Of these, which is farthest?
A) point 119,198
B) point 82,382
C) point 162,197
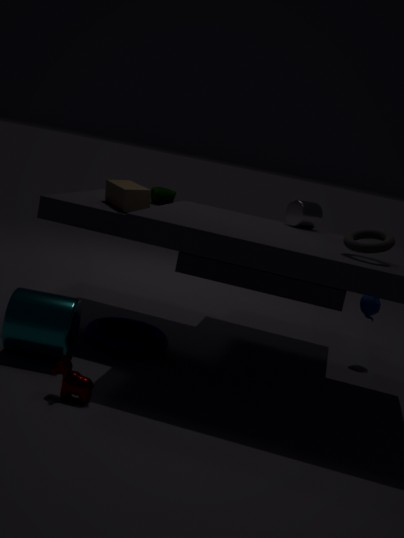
C. point 162,197
